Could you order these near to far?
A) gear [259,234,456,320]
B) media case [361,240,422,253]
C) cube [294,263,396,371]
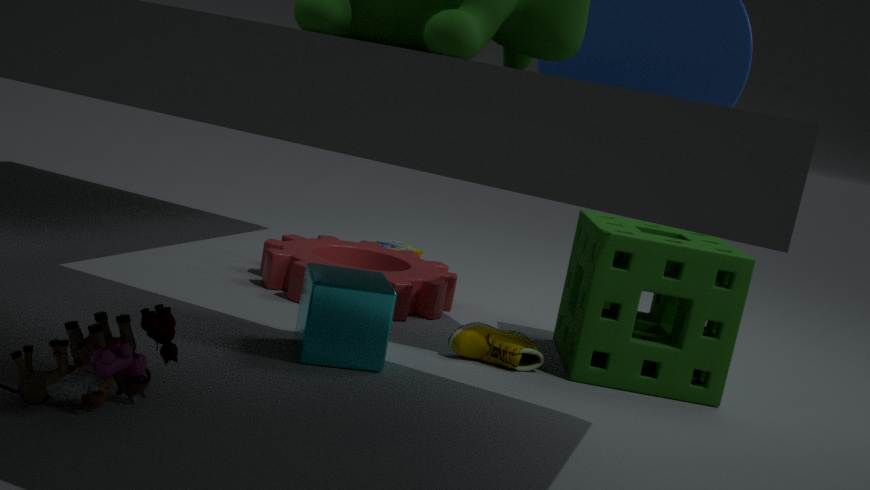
C. cube [294,263,396,371]
A. gear [259,234,456,320]
B. media case [361,240,422,253]
